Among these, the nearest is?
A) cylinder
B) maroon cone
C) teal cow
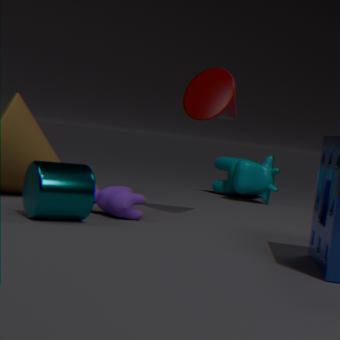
cylinder
